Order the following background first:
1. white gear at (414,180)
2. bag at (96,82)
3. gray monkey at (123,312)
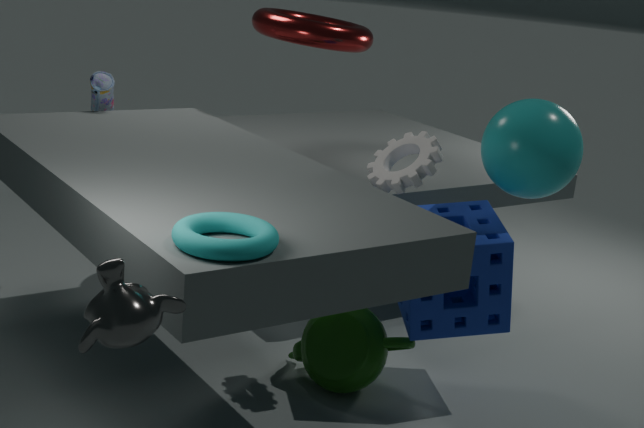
bag at (96,82)
white gear at (414,180)
gray monkey at (123,312)
